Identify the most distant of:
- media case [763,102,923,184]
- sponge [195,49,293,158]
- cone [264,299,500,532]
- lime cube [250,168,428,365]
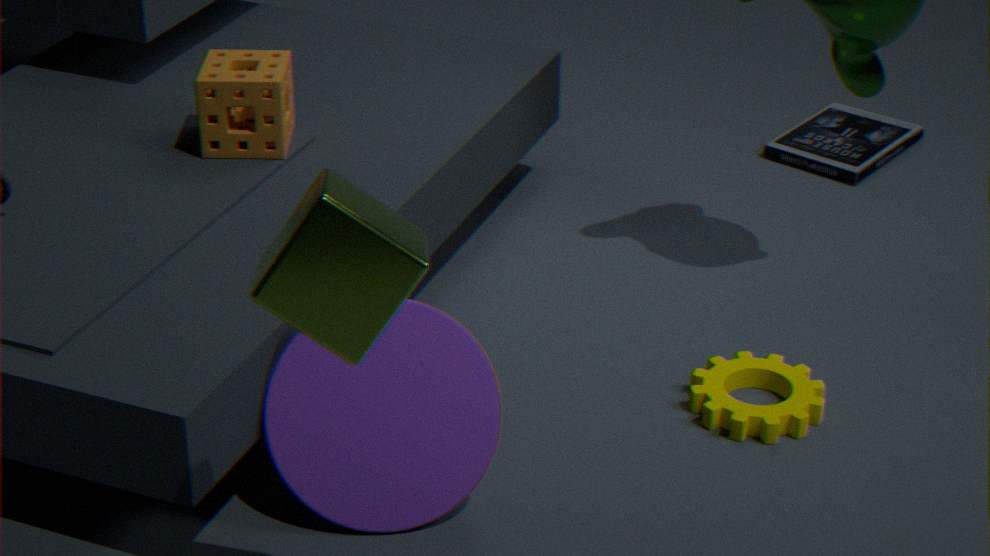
media case [763,102,923,184]
